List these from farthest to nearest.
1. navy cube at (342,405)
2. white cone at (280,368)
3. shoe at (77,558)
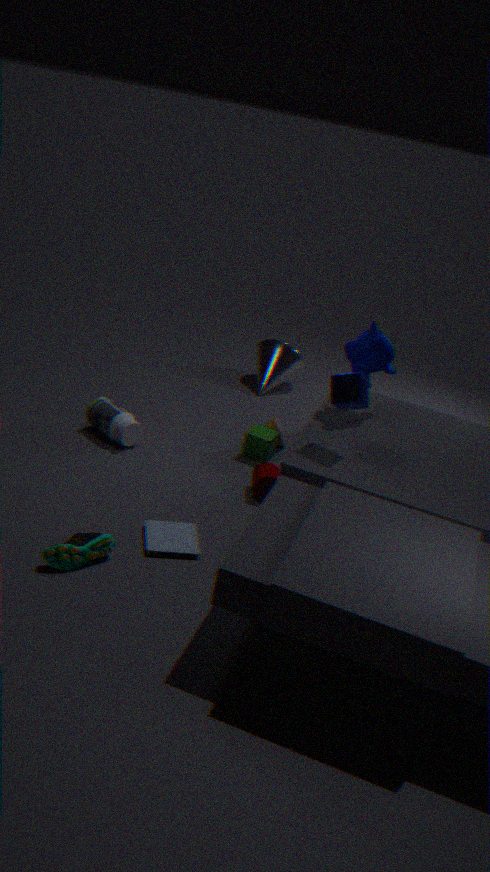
white cone at (280,368)
navy cube at (342,405)
shoe at (77,558)
